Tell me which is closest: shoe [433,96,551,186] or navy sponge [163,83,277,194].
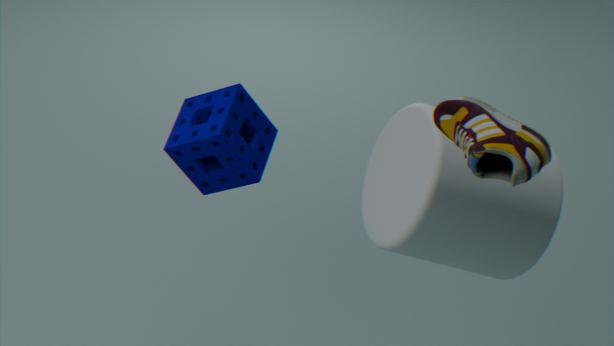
shoe [433,96,551,186]
